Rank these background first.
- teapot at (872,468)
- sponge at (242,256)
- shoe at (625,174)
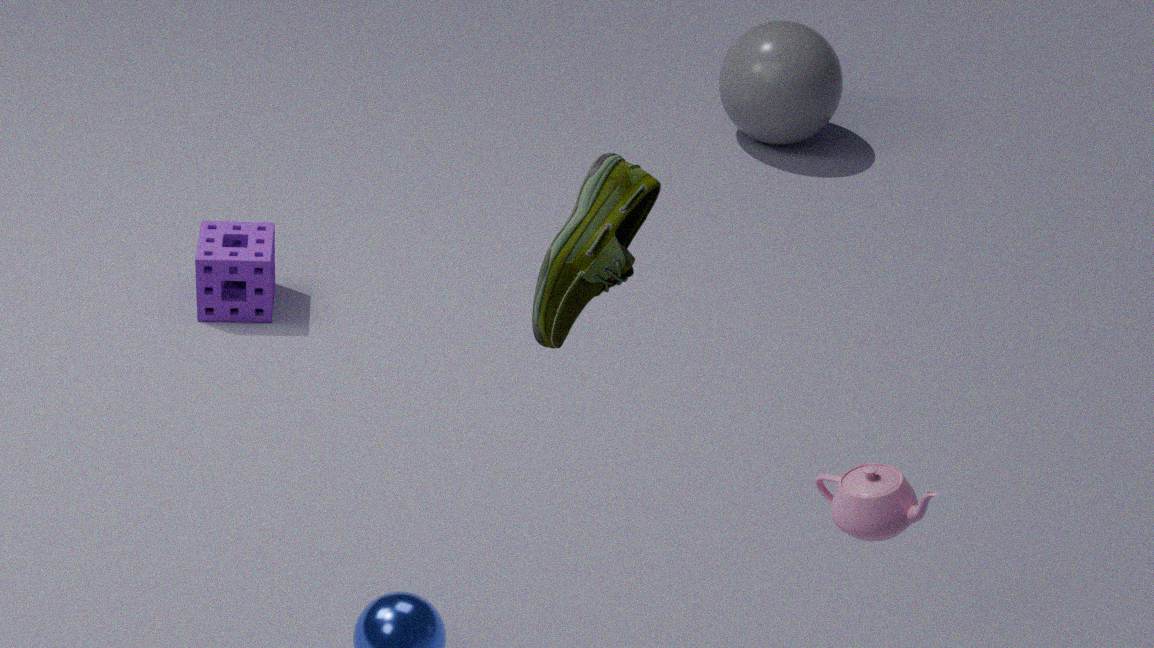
sponge at (242,256) < teapot at (872,468) < shoe at (625,174)
